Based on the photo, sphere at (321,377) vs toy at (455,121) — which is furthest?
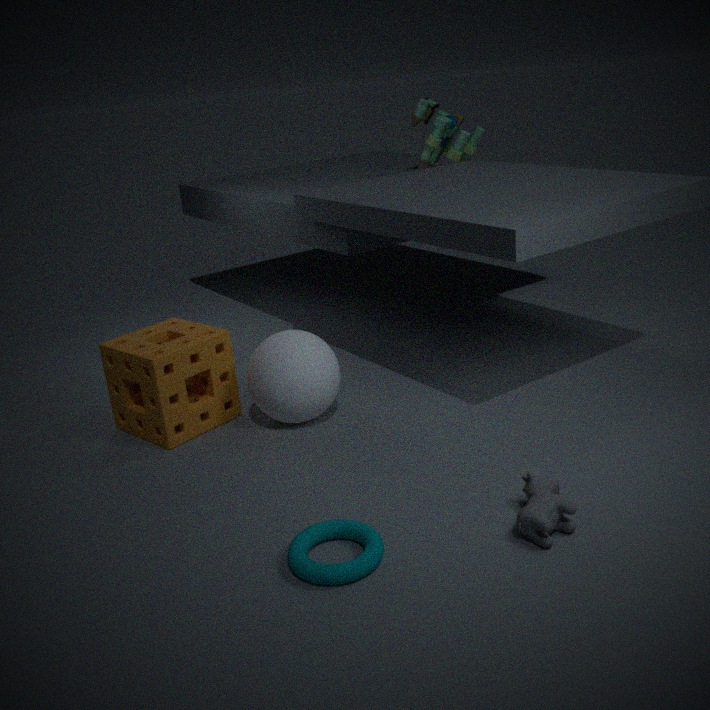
toy at (455,121)
